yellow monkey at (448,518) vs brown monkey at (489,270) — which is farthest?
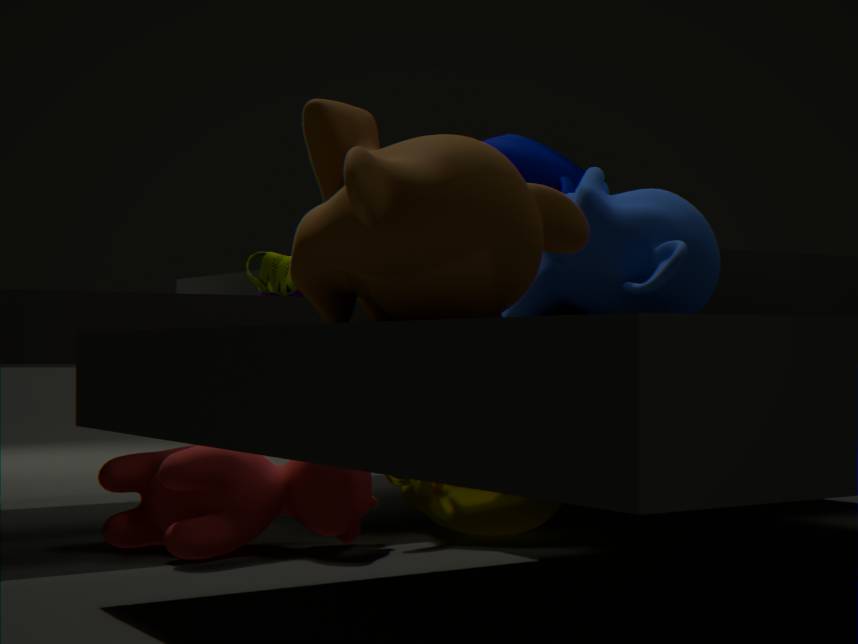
yellow monkey at (448,518)
